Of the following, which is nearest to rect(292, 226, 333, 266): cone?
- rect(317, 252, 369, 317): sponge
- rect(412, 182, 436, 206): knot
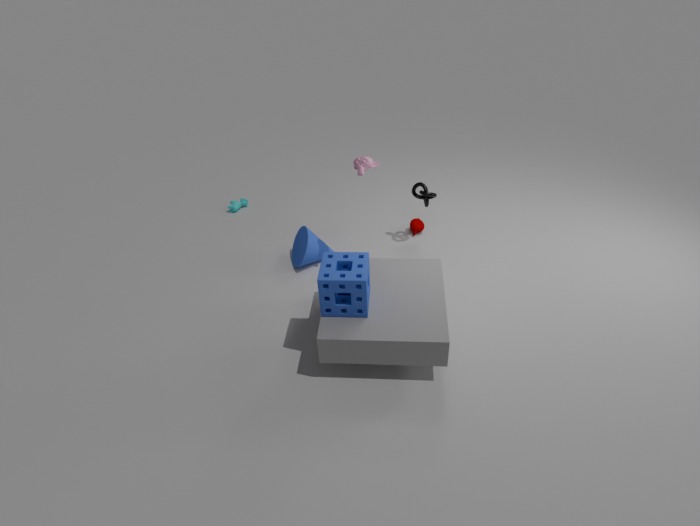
rect(317, 252, 369, 317): sponge
